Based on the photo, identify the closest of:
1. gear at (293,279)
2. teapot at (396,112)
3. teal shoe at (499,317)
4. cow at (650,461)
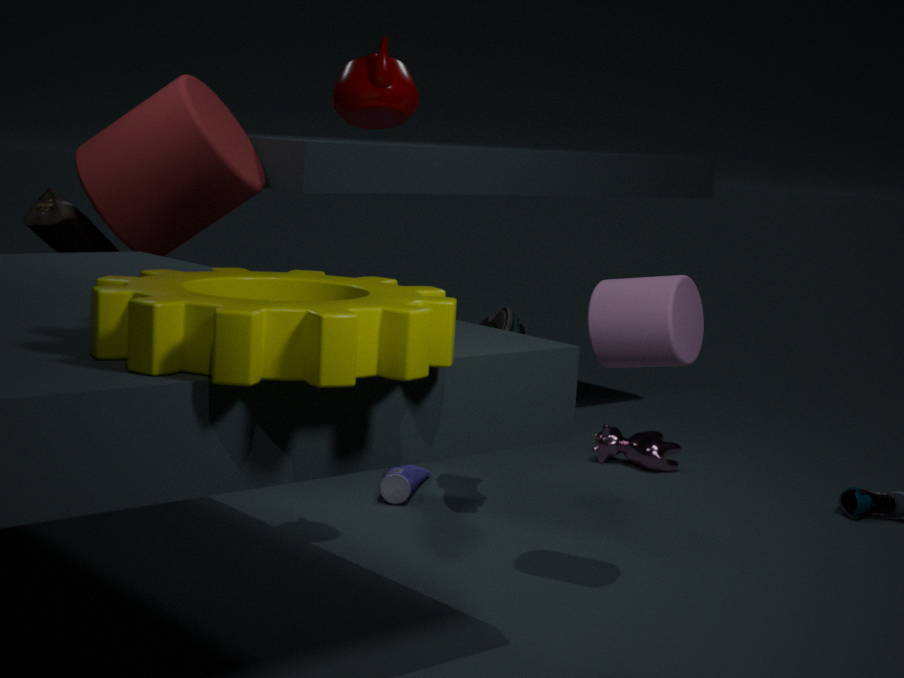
gear at (293,279)
